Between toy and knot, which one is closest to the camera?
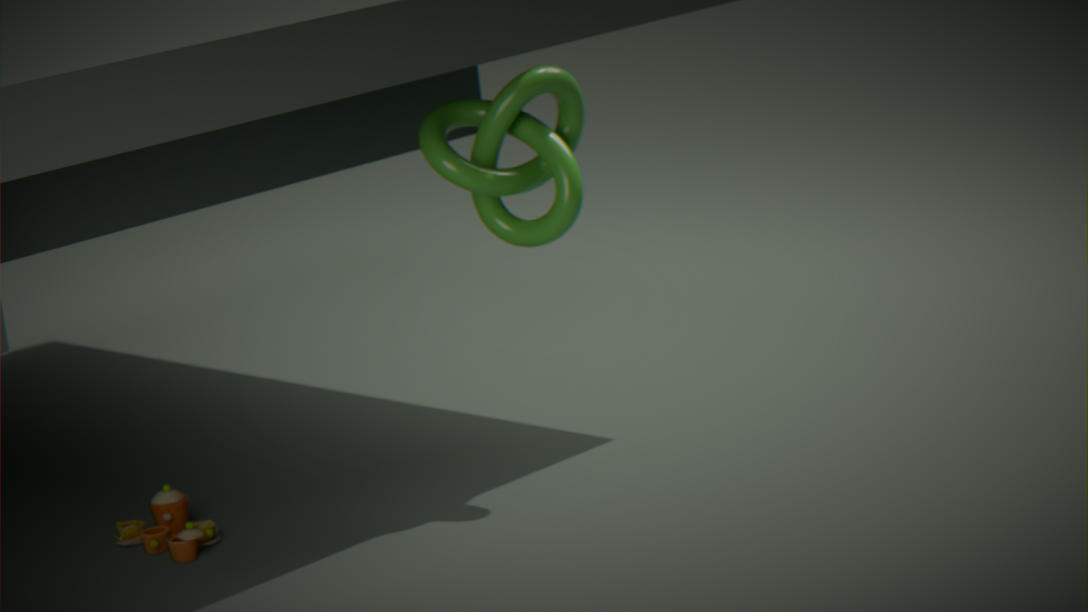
toy
